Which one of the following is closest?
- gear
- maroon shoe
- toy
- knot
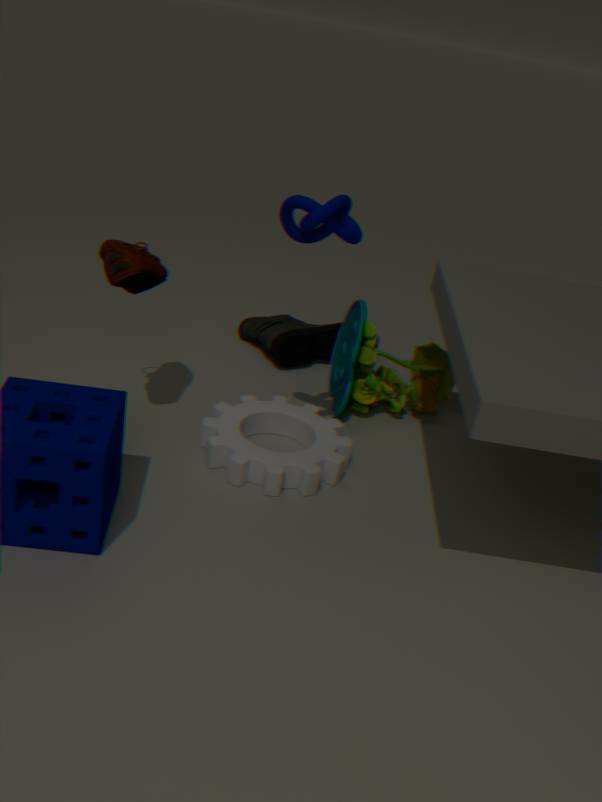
knot
